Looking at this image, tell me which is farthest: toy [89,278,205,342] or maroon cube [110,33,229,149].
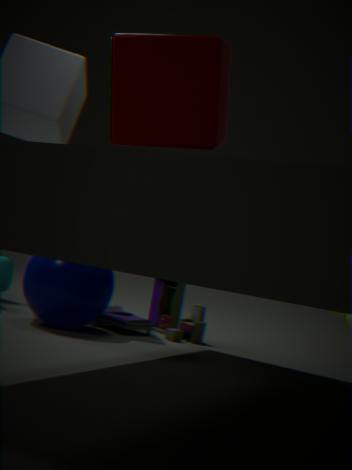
toy [89,278,205,342]
